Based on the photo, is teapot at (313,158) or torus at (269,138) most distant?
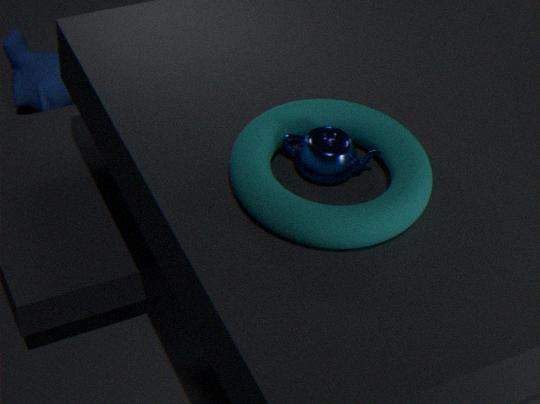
teapot at (313,158)
